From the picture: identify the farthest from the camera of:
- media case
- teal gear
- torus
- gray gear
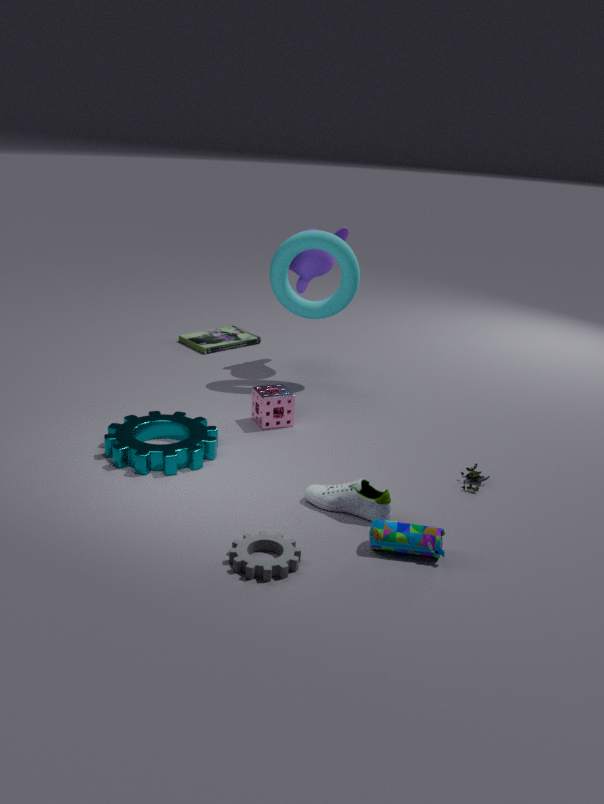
media case
